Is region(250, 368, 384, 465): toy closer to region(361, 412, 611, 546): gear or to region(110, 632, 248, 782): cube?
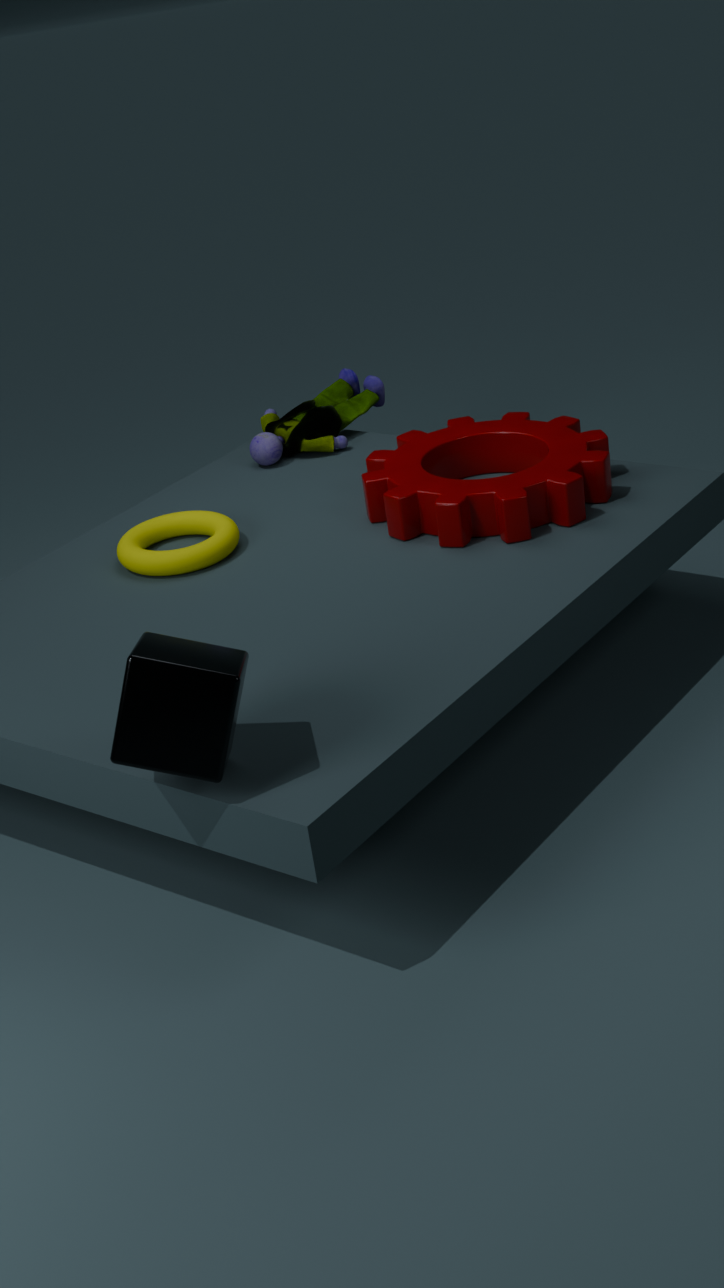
region(361, 412, 611, 546): gear
